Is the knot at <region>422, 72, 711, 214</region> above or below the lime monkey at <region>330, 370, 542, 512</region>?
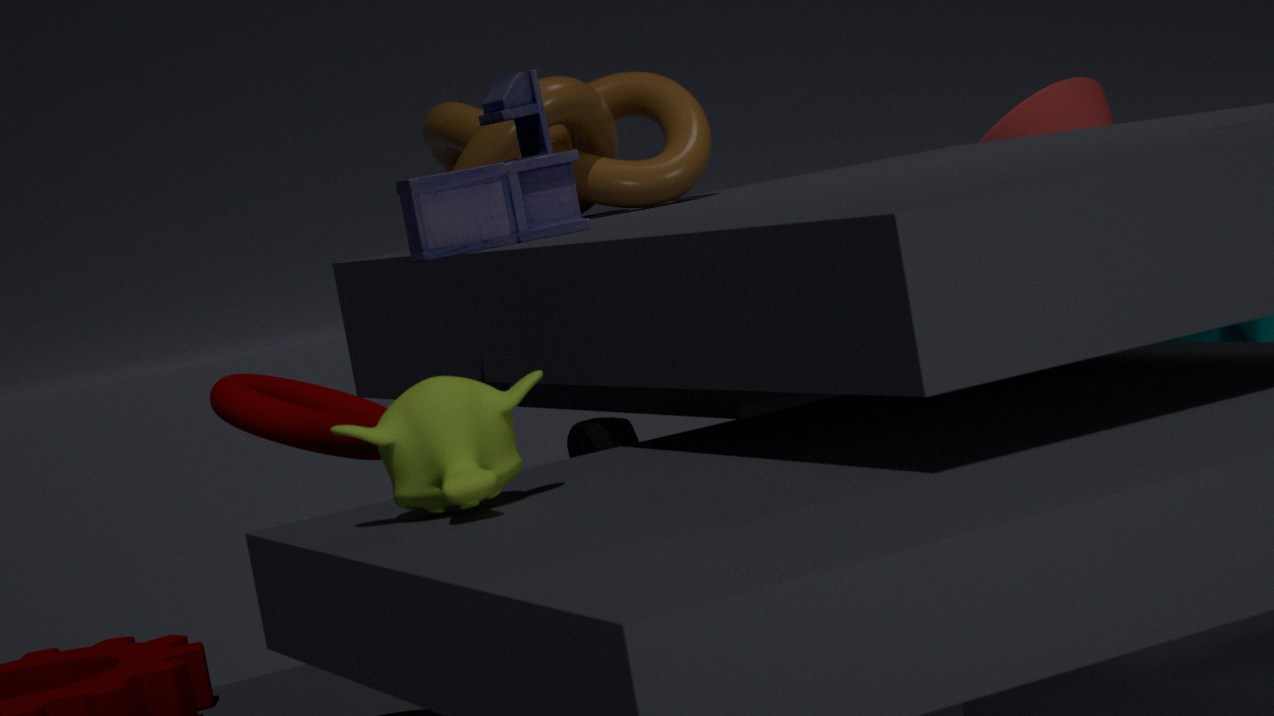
above
